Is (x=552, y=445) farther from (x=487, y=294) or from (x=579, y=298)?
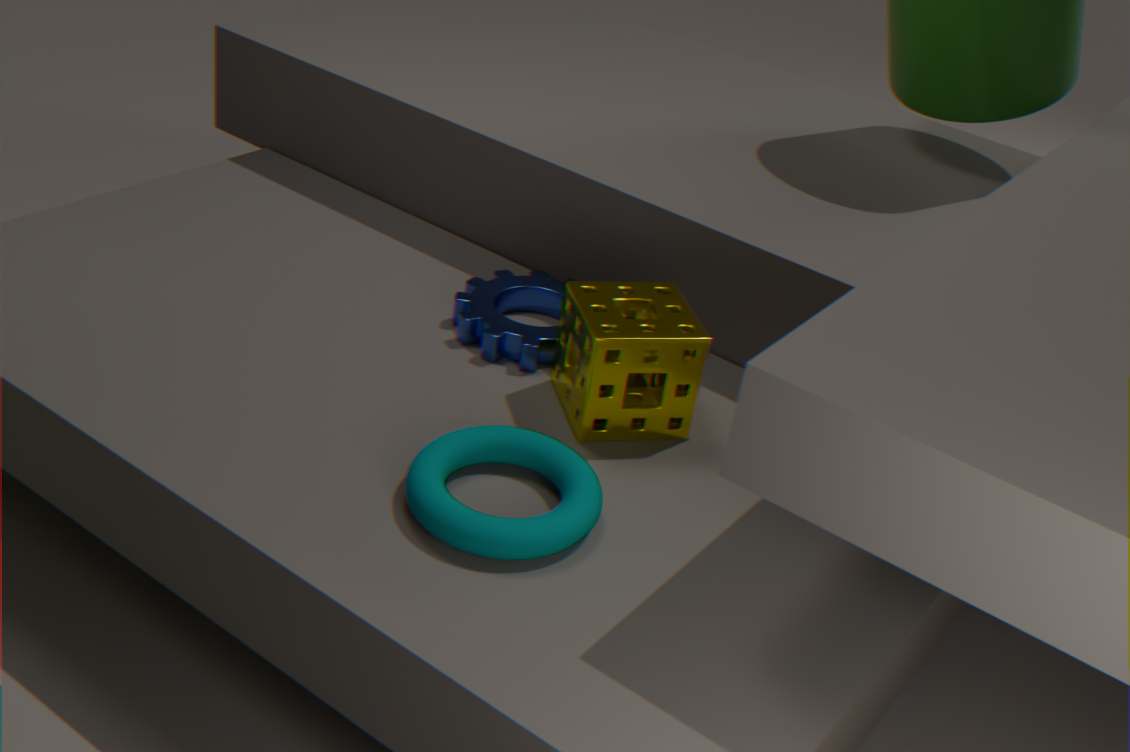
(x=487, y=294)
